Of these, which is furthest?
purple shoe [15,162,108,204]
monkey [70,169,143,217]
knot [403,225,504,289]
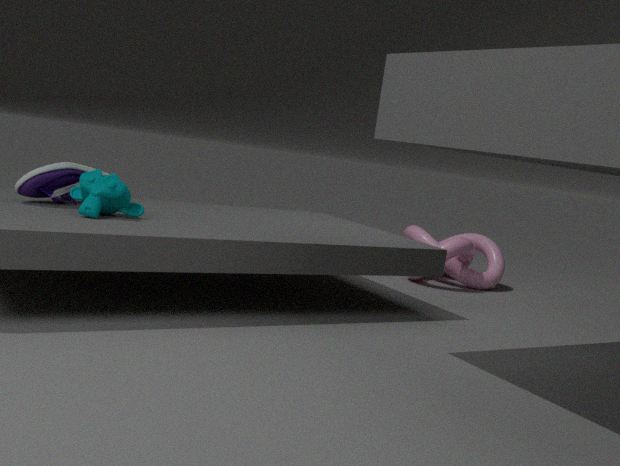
knot [403,225,504,289]
